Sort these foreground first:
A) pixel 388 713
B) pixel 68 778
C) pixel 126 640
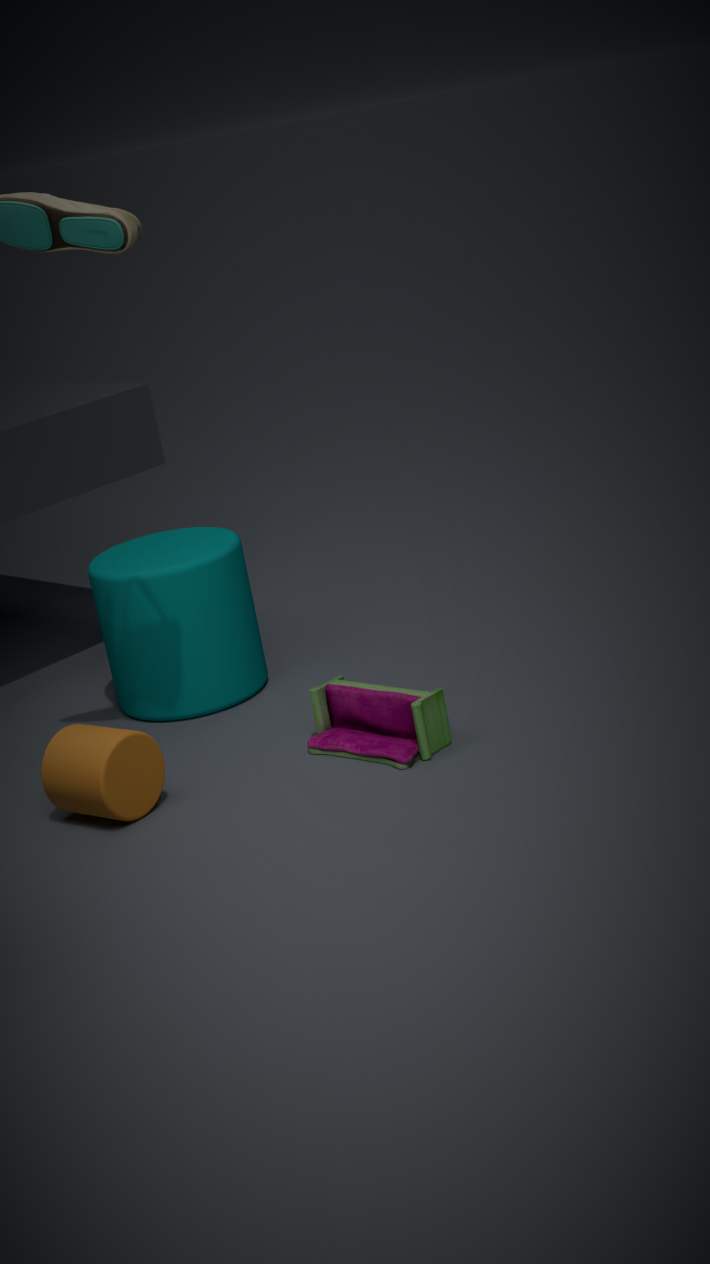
pixel 68 778
pixel 388 713
pixel 126 640
